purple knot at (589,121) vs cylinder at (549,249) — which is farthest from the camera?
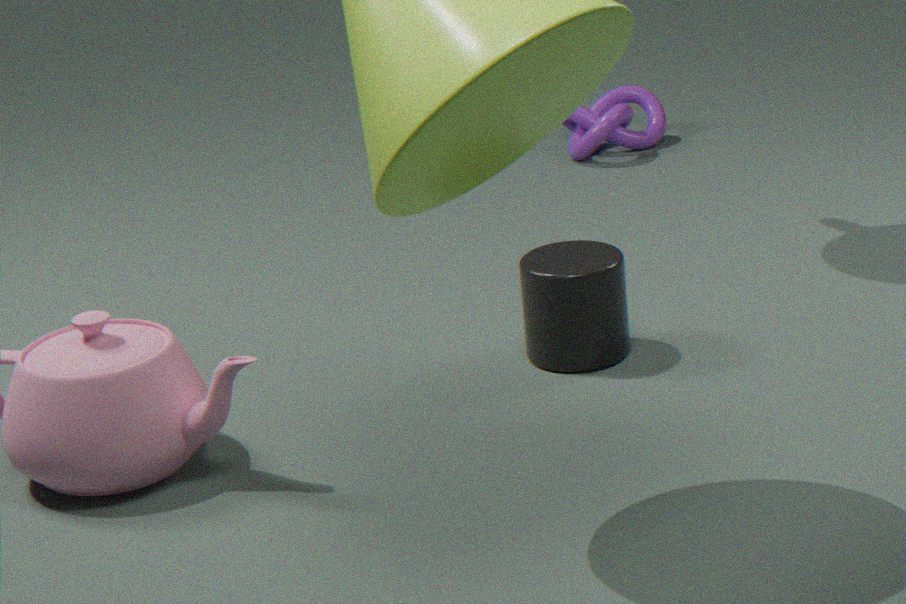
purple knot at (589,121)
